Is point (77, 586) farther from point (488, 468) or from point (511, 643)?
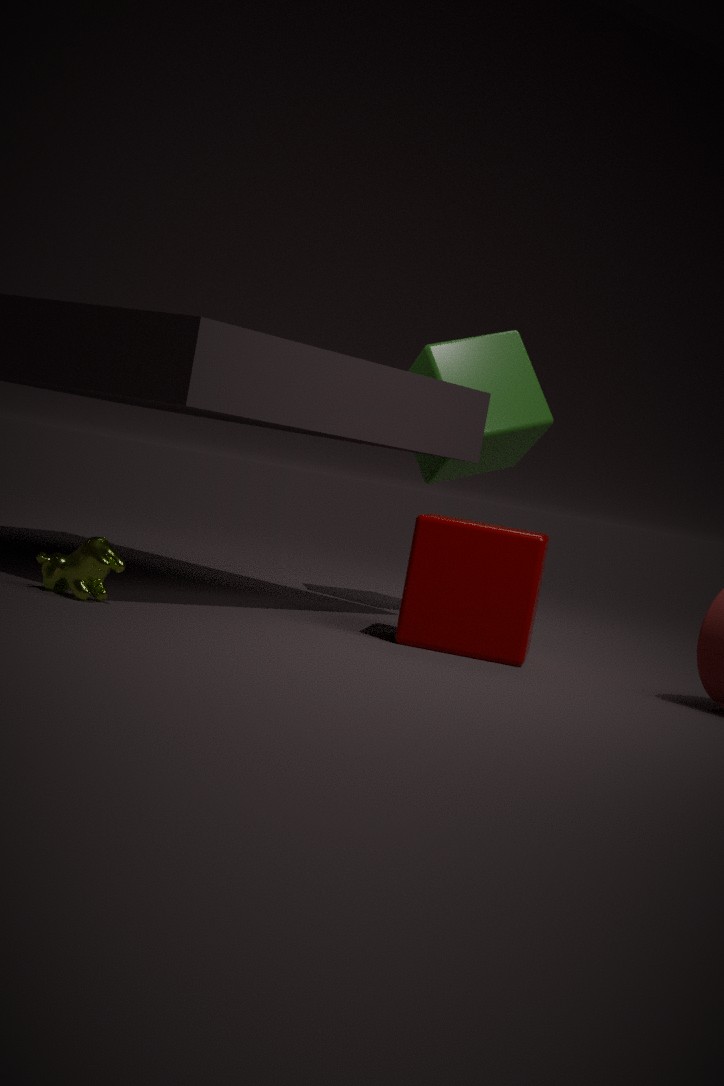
point (488, 468)
